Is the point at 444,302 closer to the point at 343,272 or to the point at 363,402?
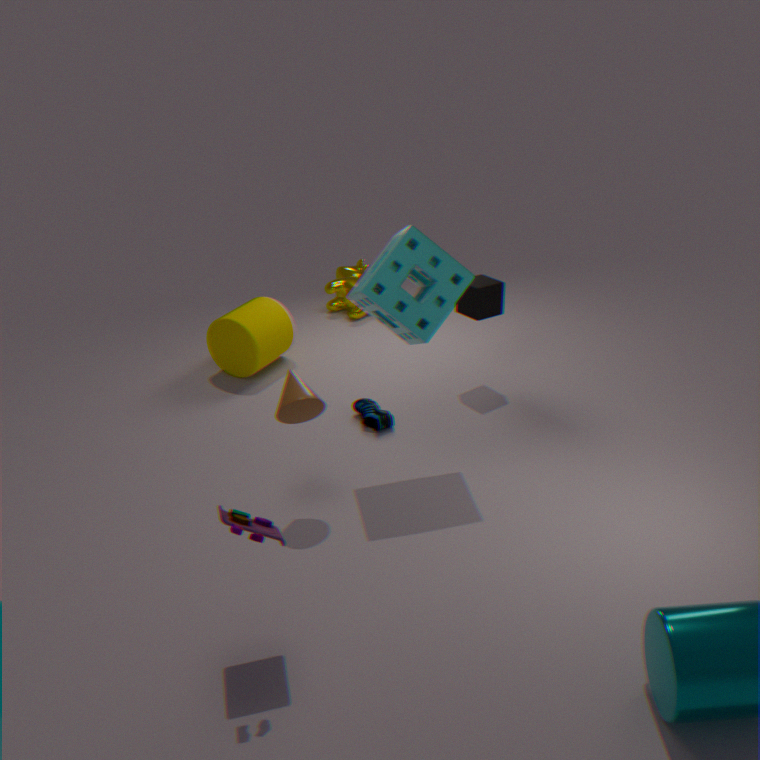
the point at 363,402
